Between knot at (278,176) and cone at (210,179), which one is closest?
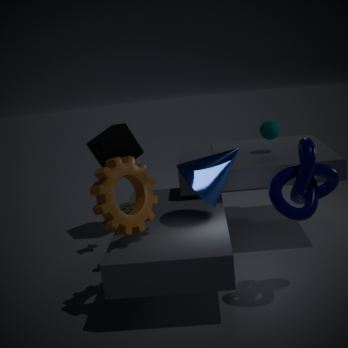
knot at (278,176)
